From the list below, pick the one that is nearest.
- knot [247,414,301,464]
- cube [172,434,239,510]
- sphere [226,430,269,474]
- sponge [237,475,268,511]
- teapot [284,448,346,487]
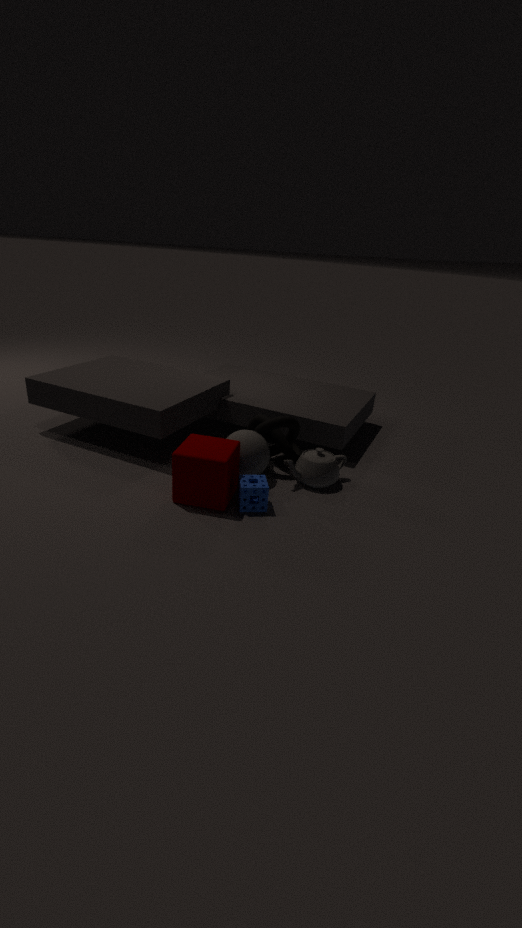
cube [172,434,239,510]
